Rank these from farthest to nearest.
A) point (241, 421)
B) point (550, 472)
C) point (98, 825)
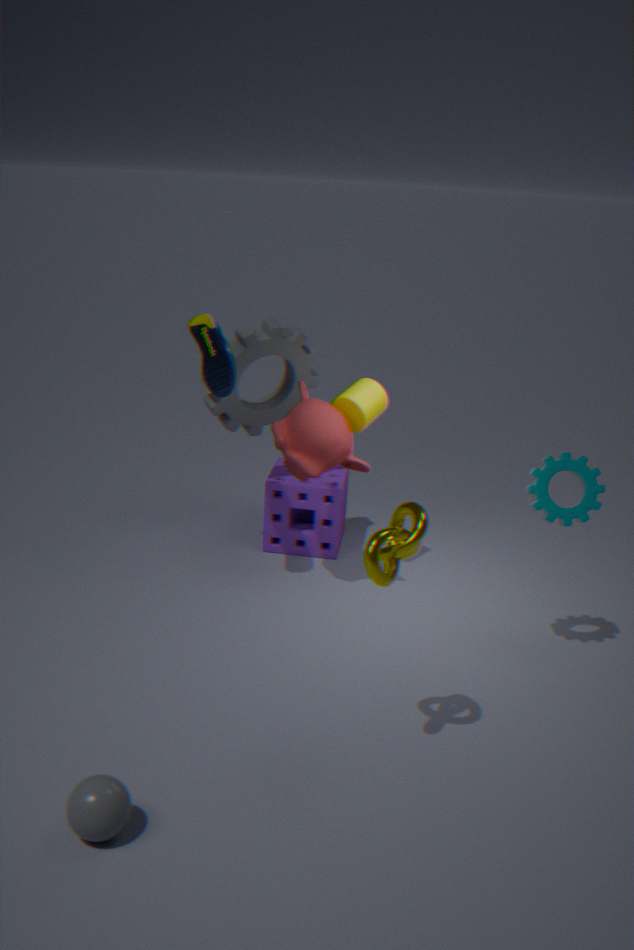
point (241, 421) < point (550, 472) < point (98, 825)
